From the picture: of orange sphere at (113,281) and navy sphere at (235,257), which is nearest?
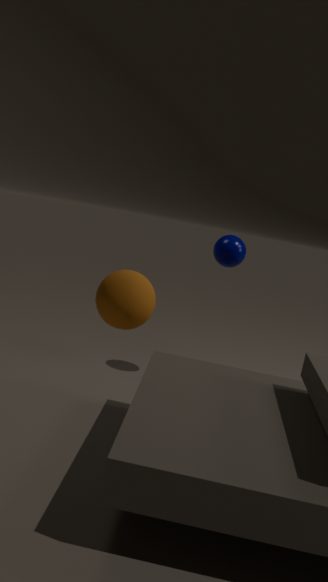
orange sphere at (113,281)
